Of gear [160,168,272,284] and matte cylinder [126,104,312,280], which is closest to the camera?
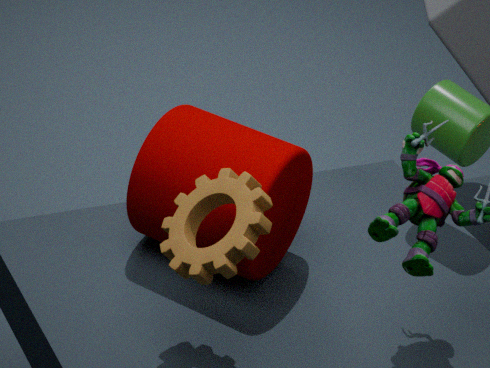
gear [160,168,272,284]
